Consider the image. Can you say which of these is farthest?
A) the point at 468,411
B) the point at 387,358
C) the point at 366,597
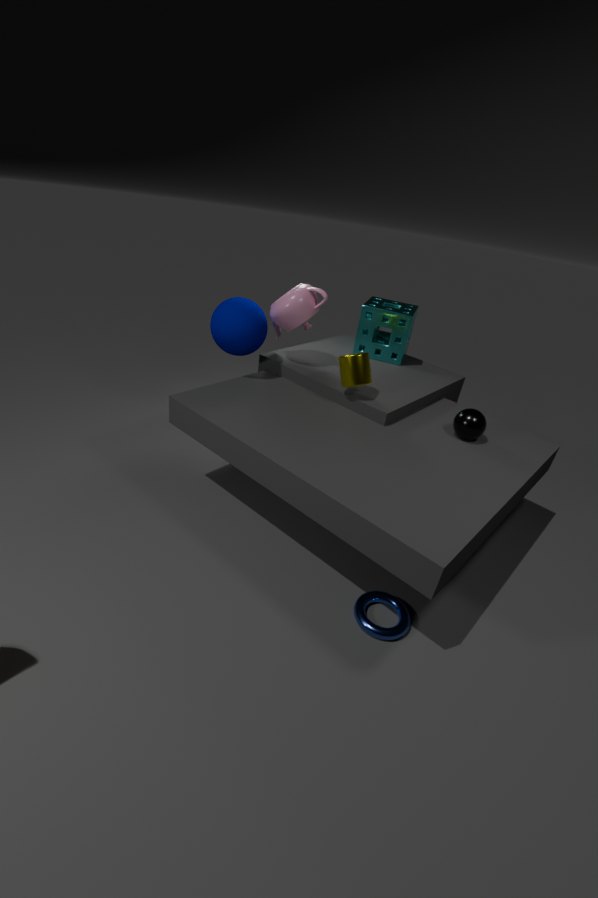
the point at 387,358
